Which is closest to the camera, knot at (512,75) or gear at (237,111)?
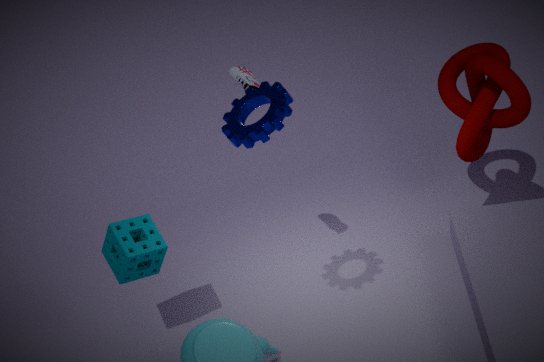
gear at (237,111)
